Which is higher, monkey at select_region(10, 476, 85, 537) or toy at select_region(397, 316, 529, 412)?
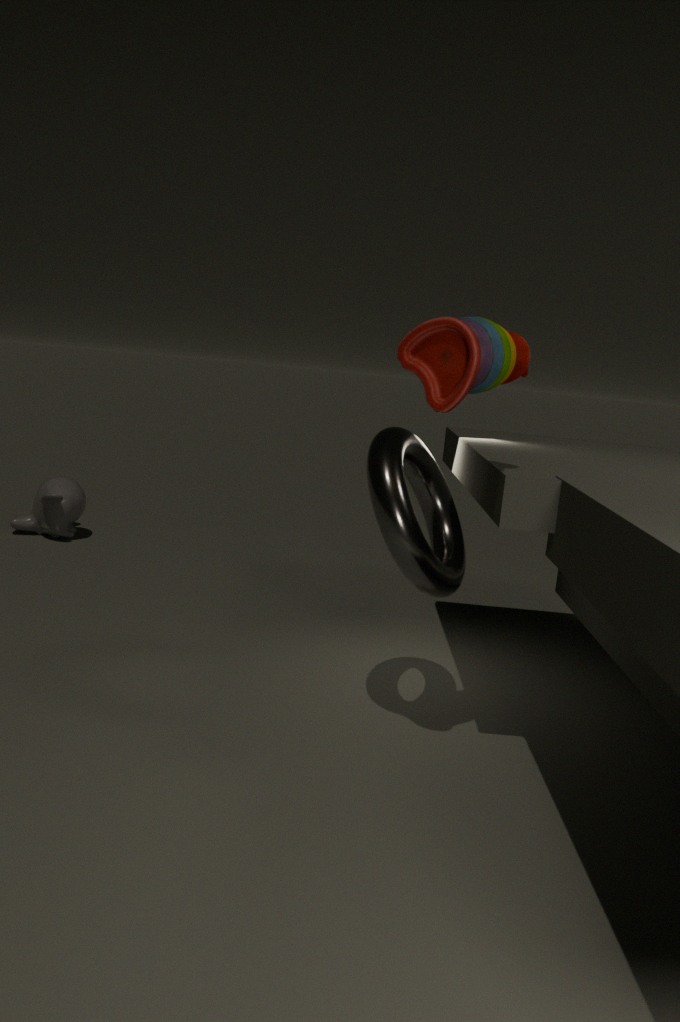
toy at select_region(397, 316, 529, 412)
